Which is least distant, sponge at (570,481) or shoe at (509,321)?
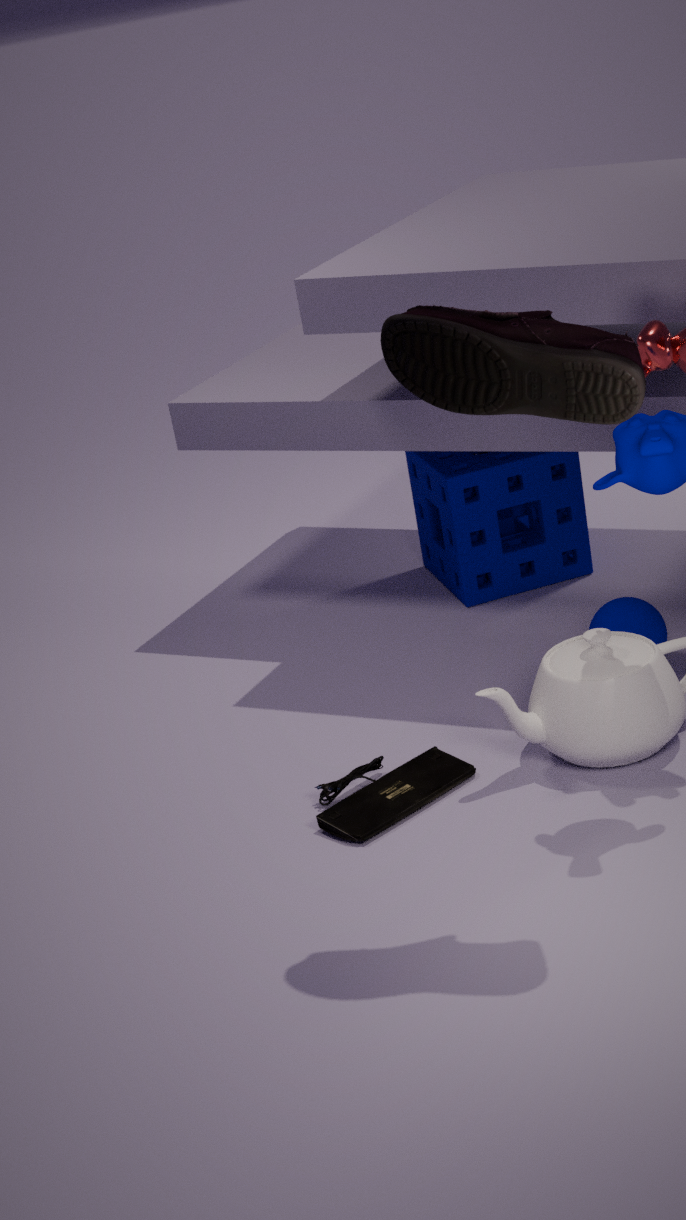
shoe at (509,321)
